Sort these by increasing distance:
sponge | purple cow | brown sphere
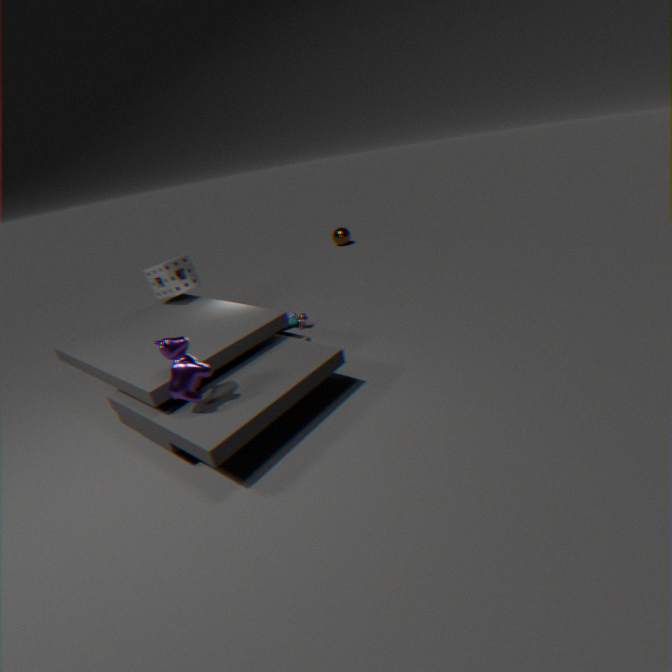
purple cow
sponge
brown sphere
